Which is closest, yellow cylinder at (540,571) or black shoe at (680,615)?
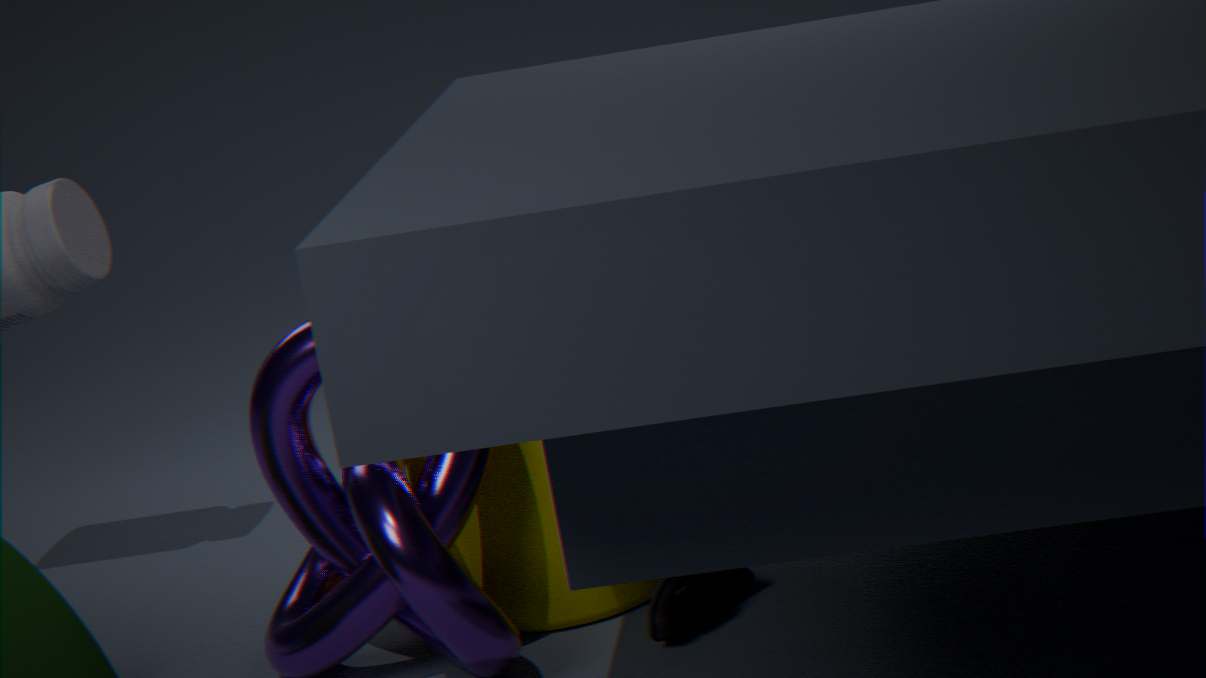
black shoe at (680,615)
